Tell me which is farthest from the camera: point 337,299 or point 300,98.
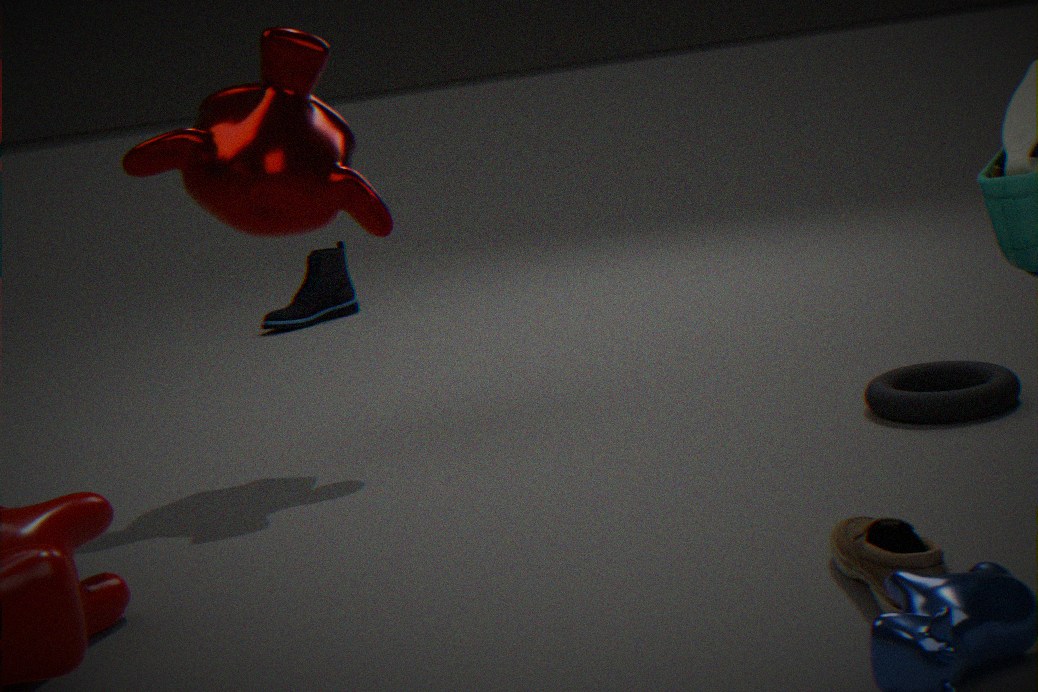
point 337,299
